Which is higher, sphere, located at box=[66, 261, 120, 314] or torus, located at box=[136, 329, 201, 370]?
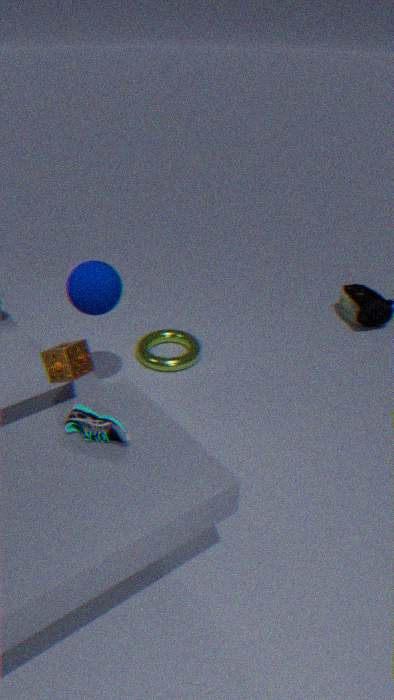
sphere, located at box=[66, 261, 120, 314]
